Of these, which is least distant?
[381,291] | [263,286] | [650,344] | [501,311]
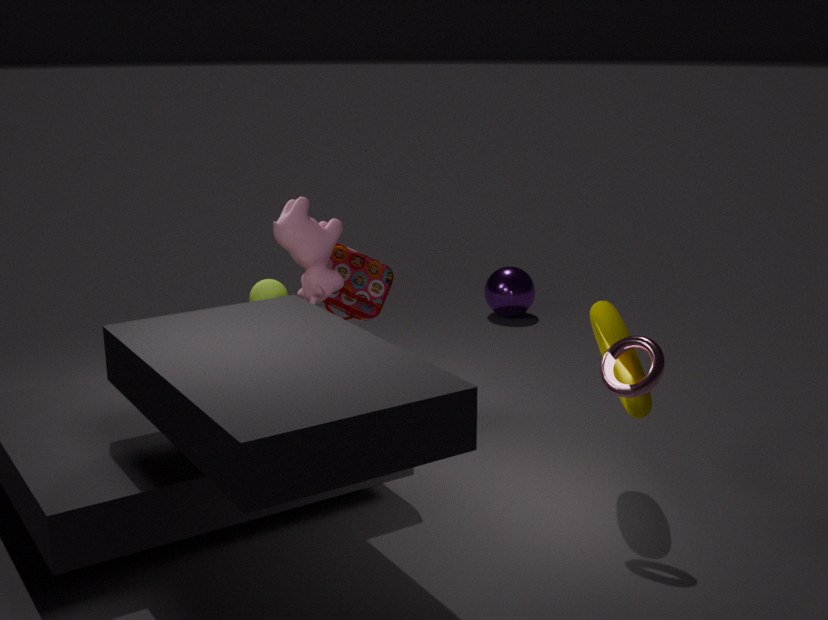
[650,344]
